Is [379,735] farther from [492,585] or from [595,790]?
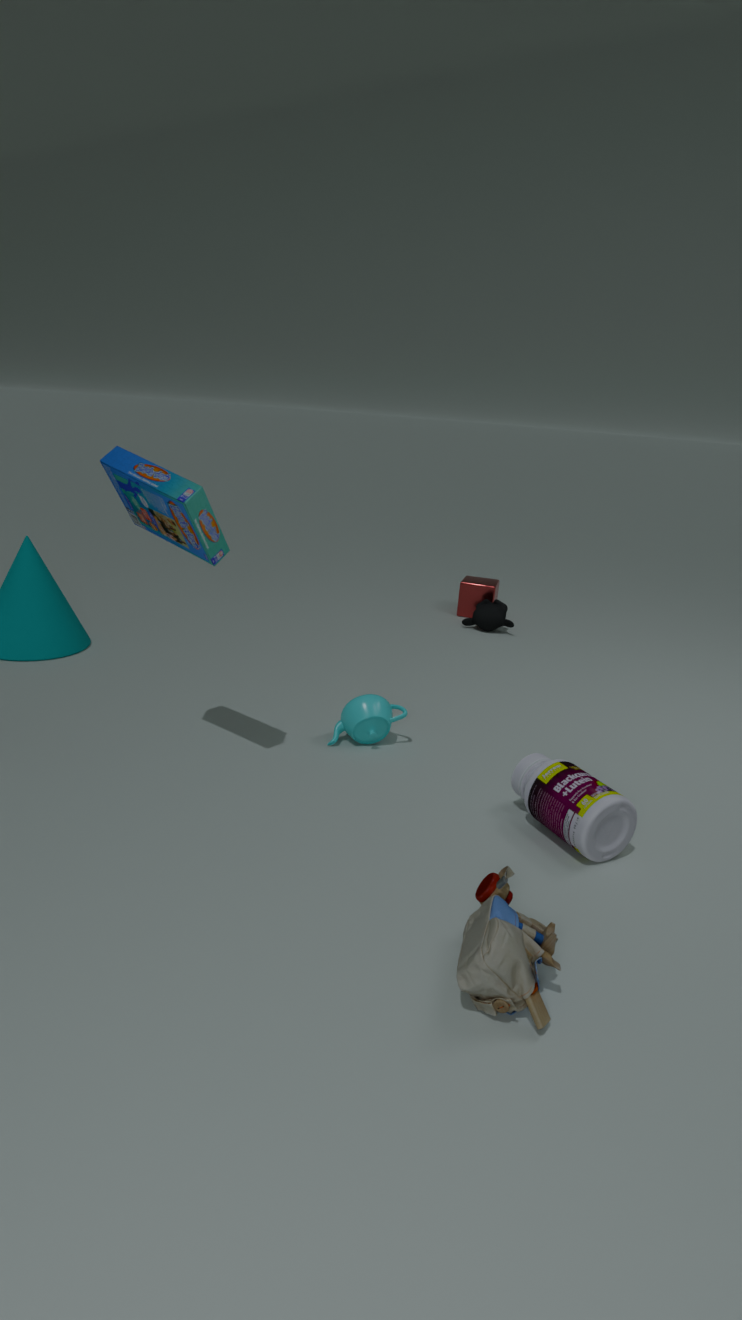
[492,585]
